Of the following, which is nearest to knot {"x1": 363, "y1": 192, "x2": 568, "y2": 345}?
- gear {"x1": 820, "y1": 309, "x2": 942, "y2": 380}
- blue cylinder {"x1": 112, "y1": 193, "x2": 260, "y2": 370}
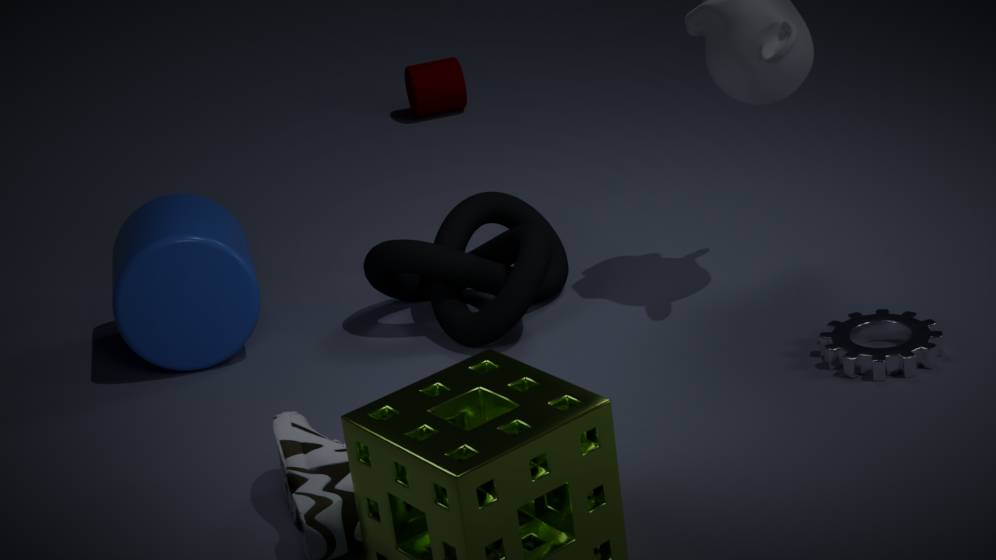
blue cylinder {"x1": 112, "y1": 193, "x2": 260, "y2": 370}
